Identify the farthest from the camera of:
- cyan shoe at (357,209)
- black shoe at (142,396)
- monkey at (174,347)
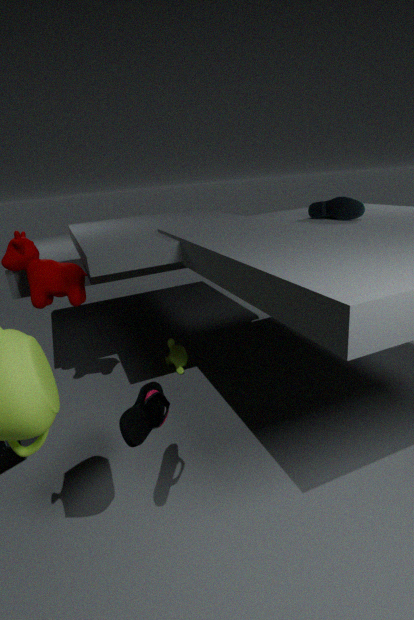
monkey at (174,347)
